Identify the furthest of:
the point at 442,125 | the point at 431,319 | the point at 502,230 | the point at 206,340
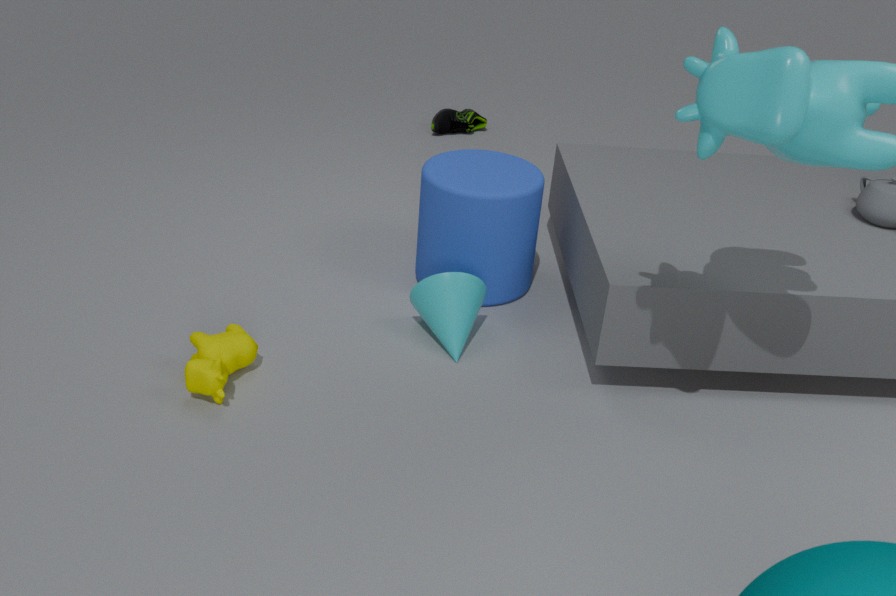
the point at 442,125
